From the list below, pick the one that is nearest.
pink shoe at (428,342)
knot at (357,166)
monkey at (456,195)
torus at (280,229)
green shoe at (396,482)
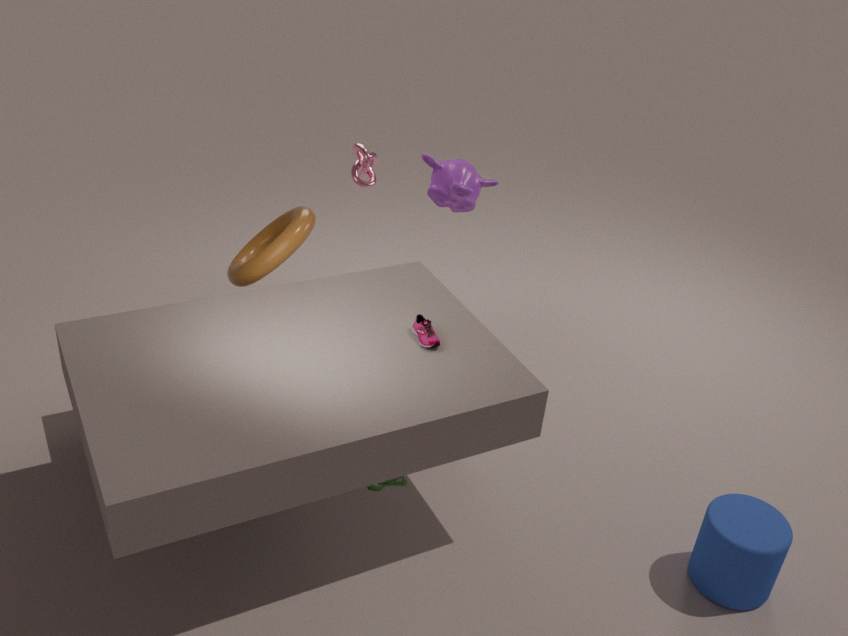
green shoe at (396,482)
